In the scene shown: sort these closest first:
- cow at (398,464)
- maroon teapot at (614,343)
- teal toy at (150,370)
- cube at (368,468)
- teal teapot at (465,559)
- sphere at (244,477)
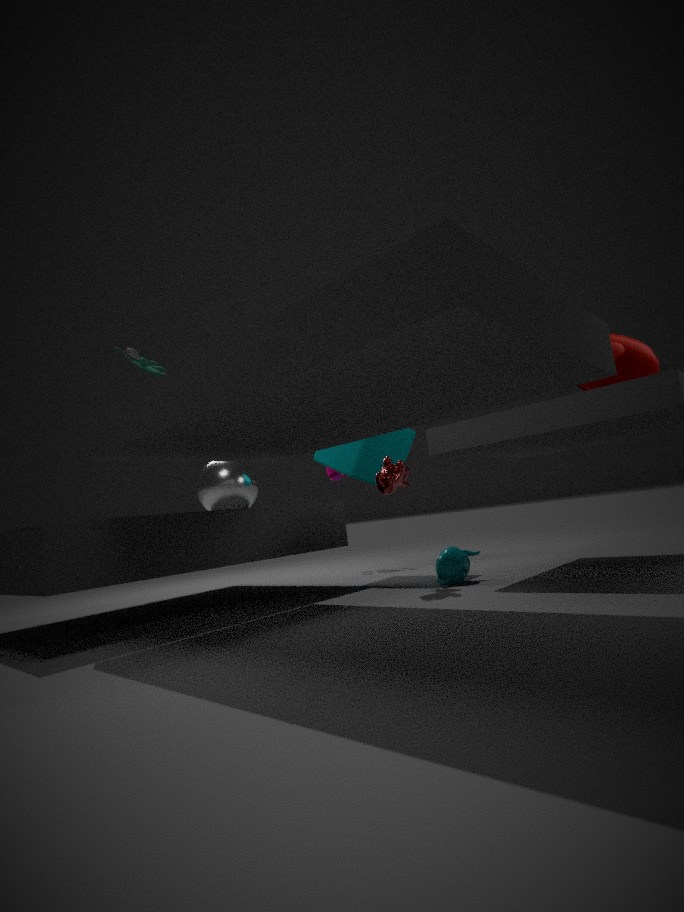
maroon teapot at (614,343) < teal toy at (150,370) < cow at (398,464) < teal teapot at (465,559) < cube at (368,468) < sphere at (244,477)
